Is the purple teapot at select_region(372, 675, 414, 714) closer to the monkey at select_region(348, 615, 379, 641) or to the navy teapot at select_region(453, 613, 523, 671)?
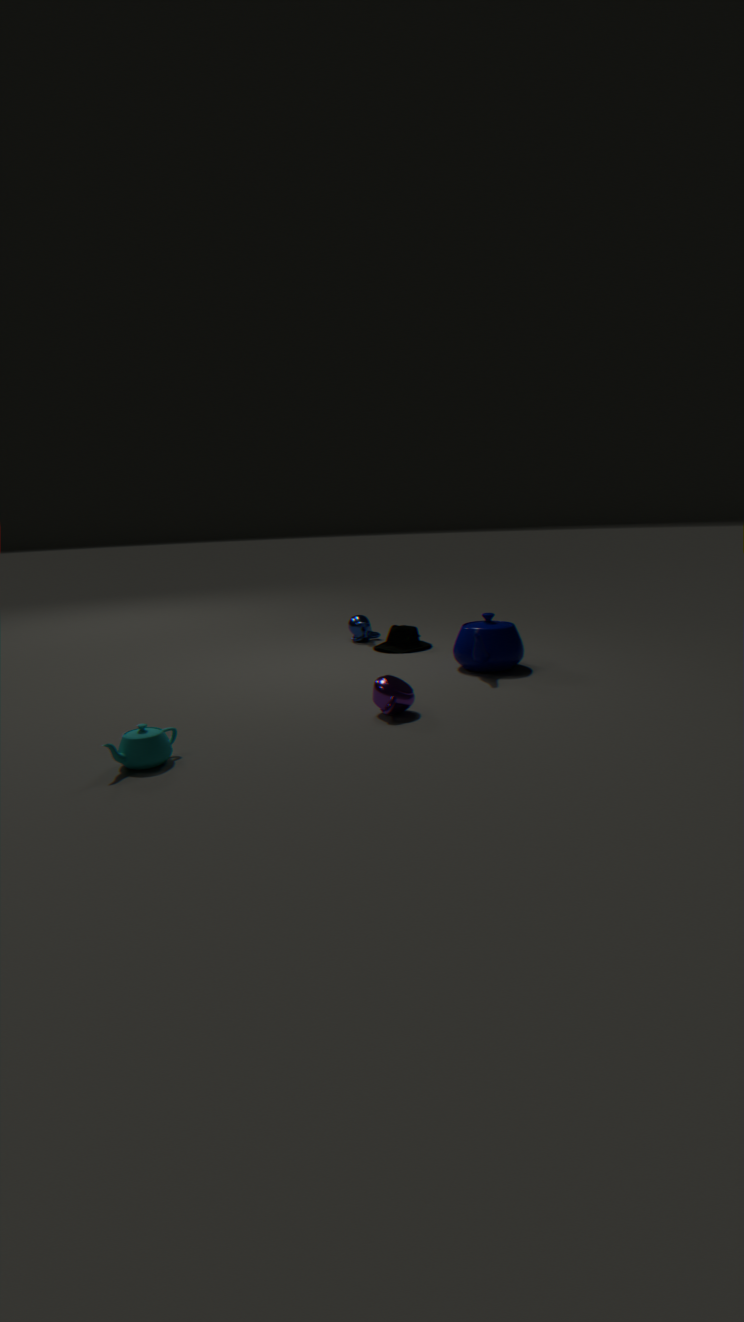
the navy teapot at select_region(453, 613, 523, 671)
